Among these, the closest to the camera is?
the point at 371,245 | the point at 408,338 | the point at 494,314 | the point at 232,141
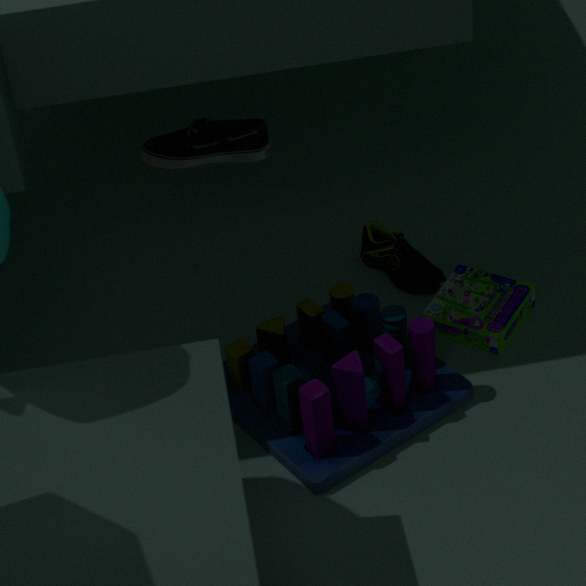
the point at 408,338
